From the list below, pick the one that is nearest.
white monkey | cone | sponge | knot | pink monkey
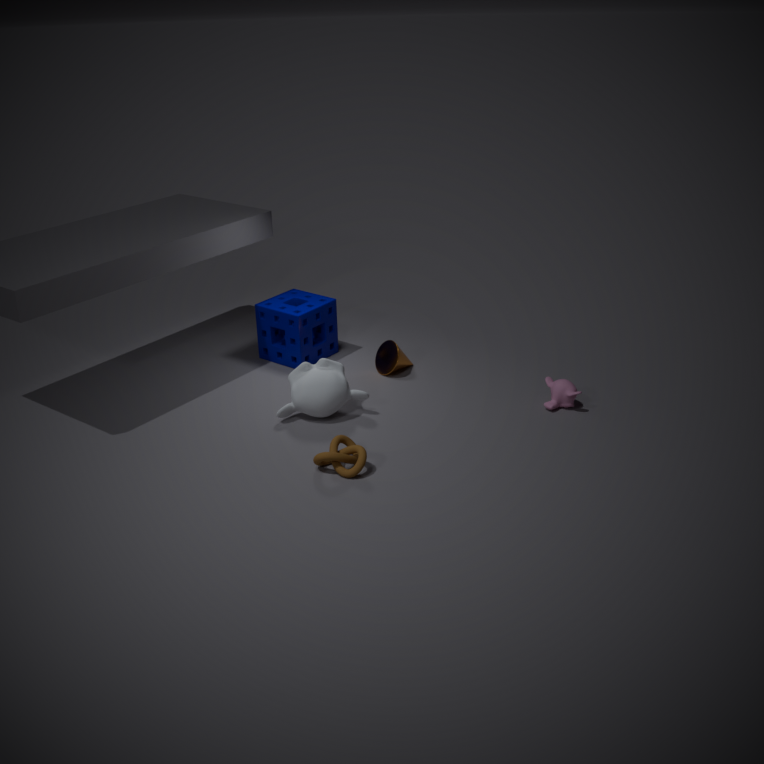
knot
